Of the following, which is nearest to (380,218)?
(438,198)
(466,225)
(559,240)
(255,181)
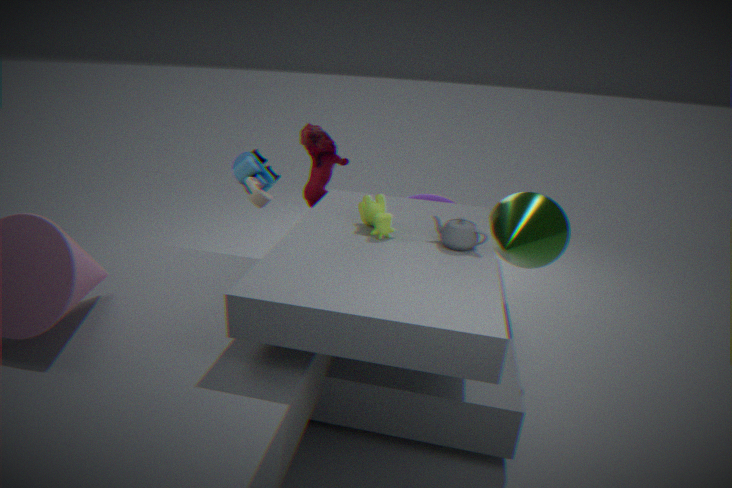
(466,225)
